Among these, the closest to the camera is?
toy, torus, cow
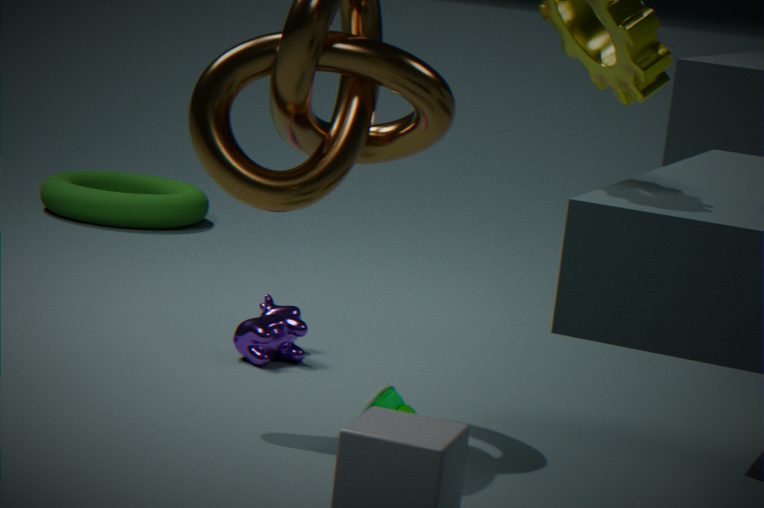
toy
